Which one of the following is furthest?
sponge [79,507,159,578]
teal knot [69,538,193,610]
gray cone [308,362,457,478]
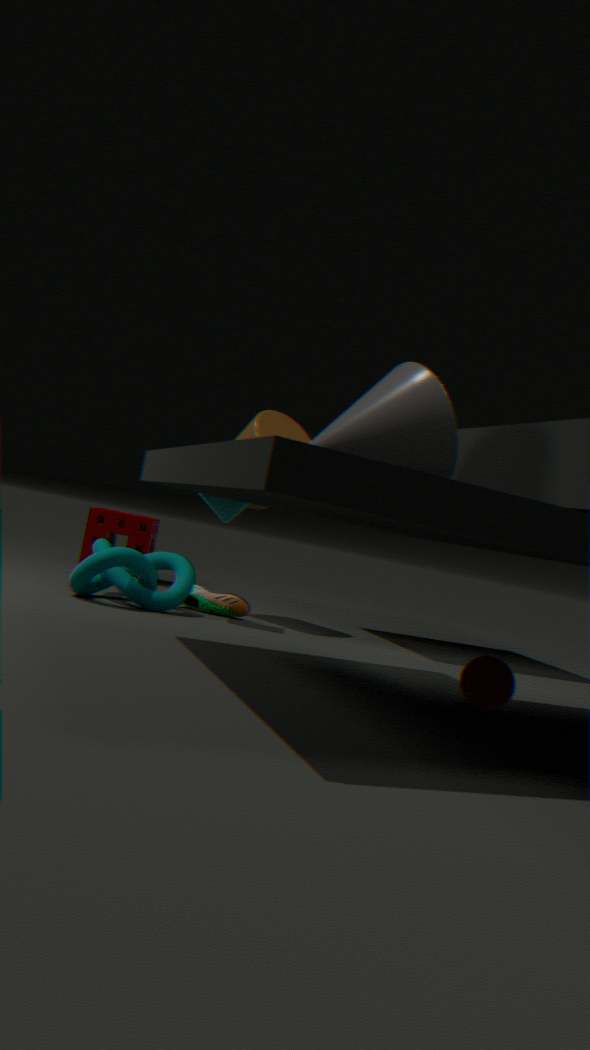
sponge [79,507,159,578]
